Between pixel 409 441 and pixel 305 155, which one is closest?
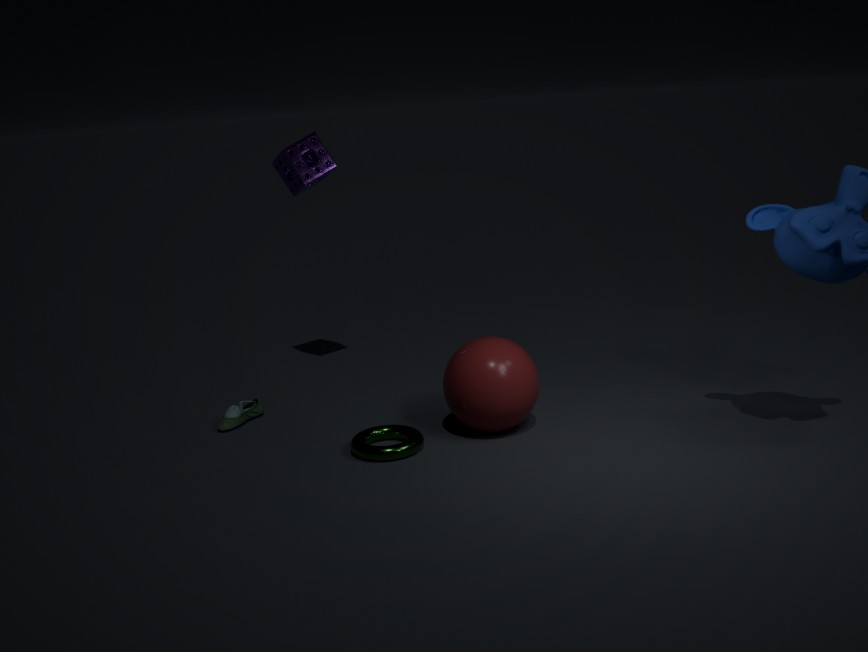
pixel 409 441
